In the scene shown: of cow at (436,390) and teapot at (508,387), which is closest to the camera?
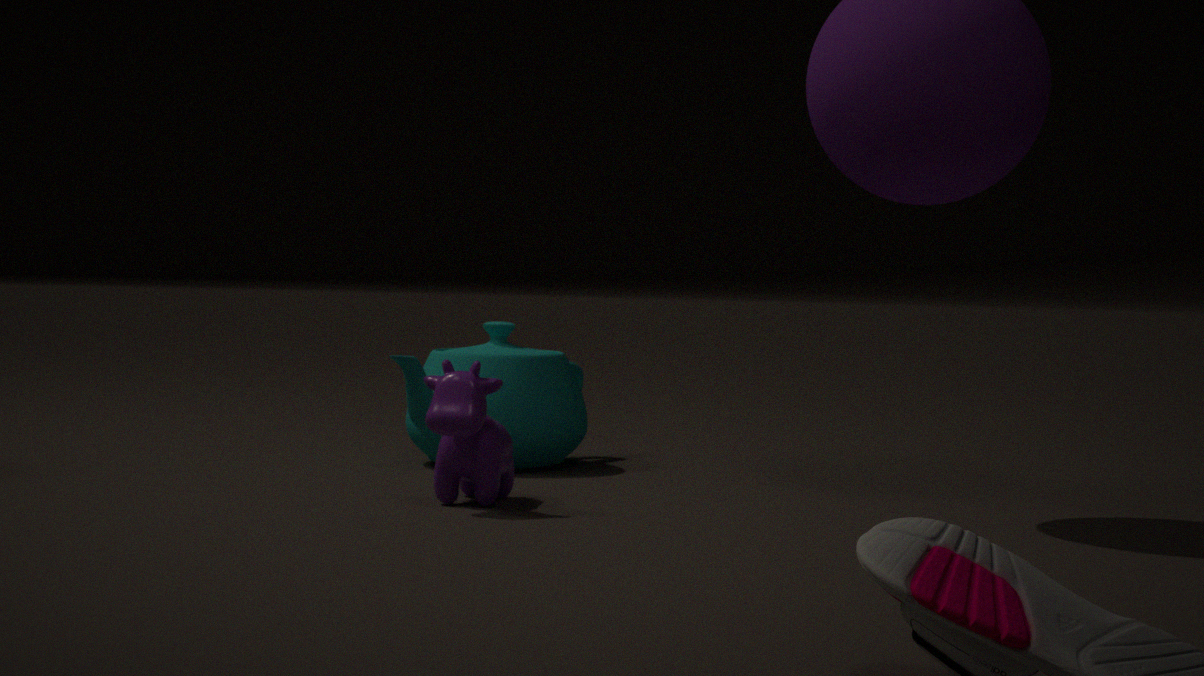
cow at (436,390)
